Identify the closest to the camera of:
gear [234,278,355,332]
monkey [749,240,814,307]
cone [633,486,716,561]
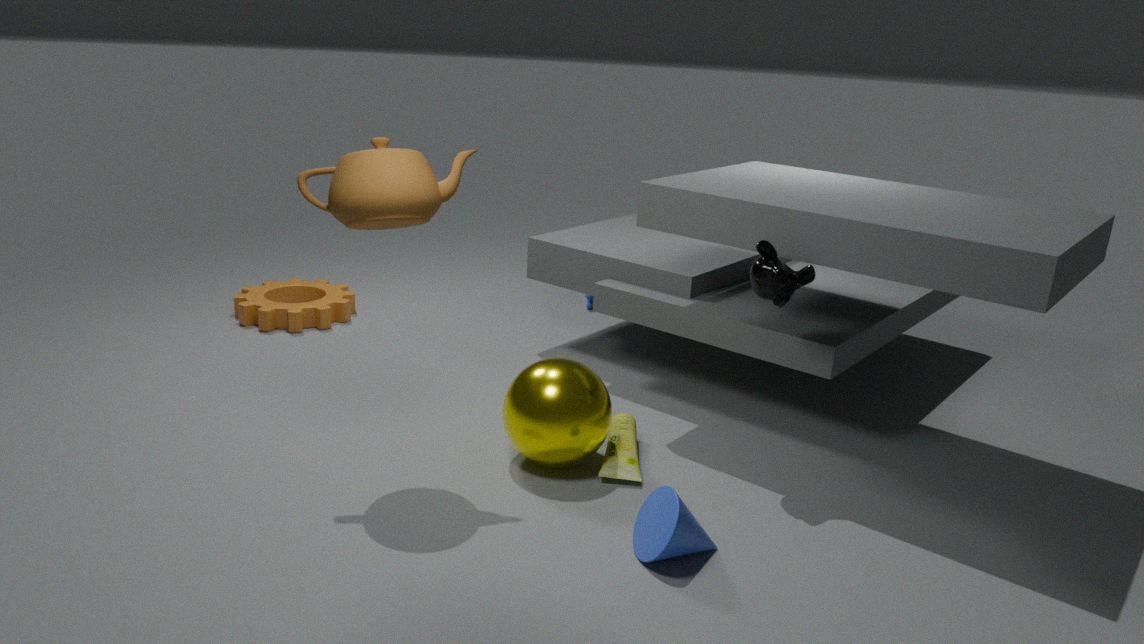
A: cone [633,486,716,561]
